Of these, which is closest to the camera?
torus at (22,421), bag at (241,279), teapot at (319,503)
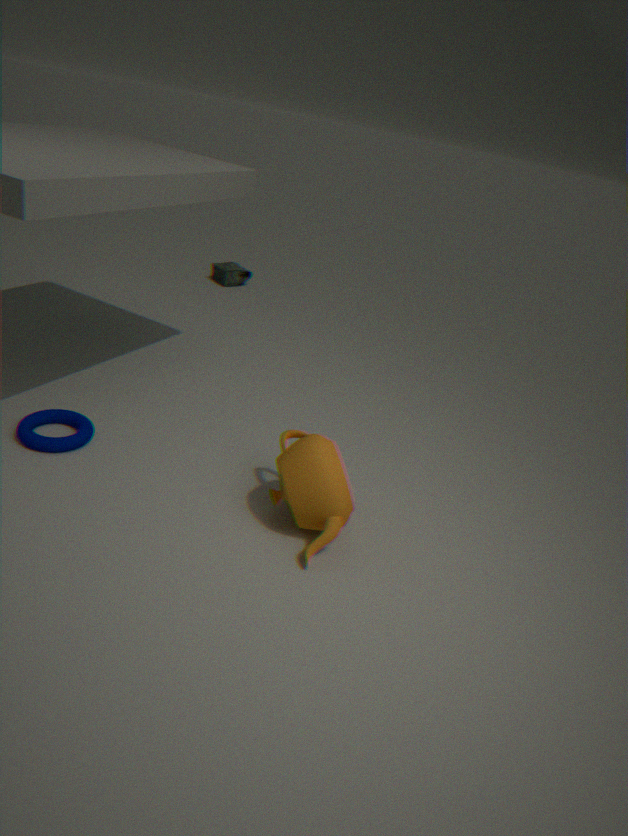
teapot at (319,503)
